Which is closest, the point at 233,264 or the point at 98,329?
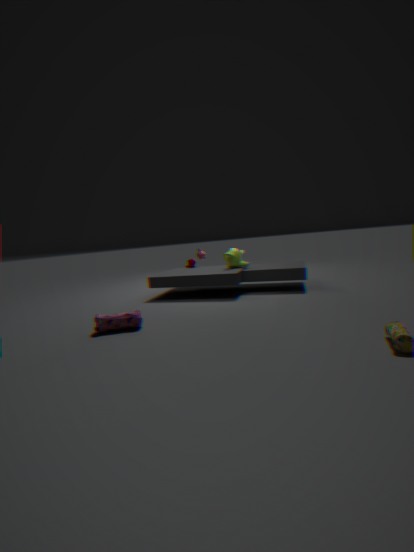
the point at 98,329
